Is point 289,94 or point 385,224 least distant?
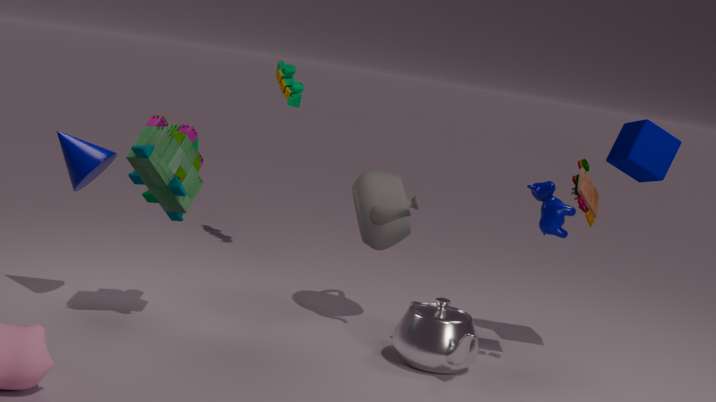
point 385,224
